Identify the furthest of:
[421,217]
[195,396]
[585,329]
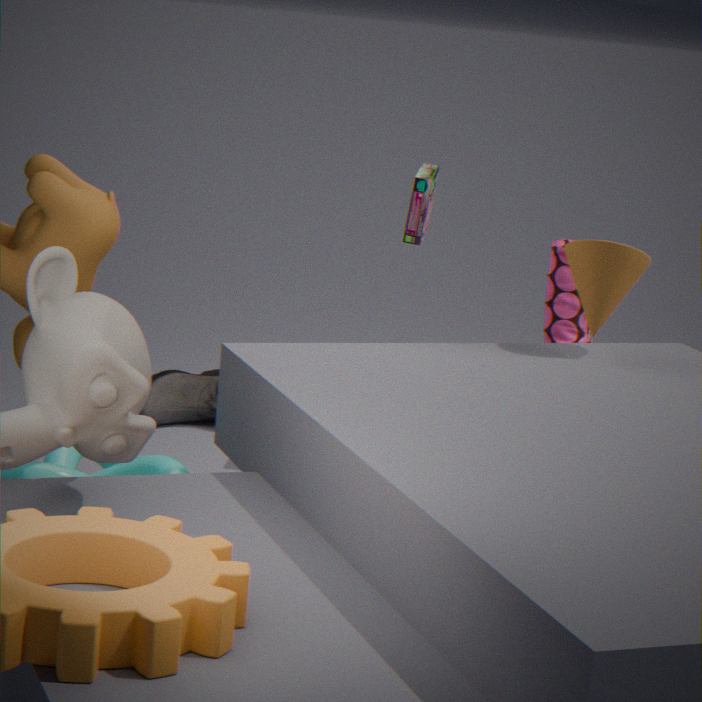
Answer: [195,396]
